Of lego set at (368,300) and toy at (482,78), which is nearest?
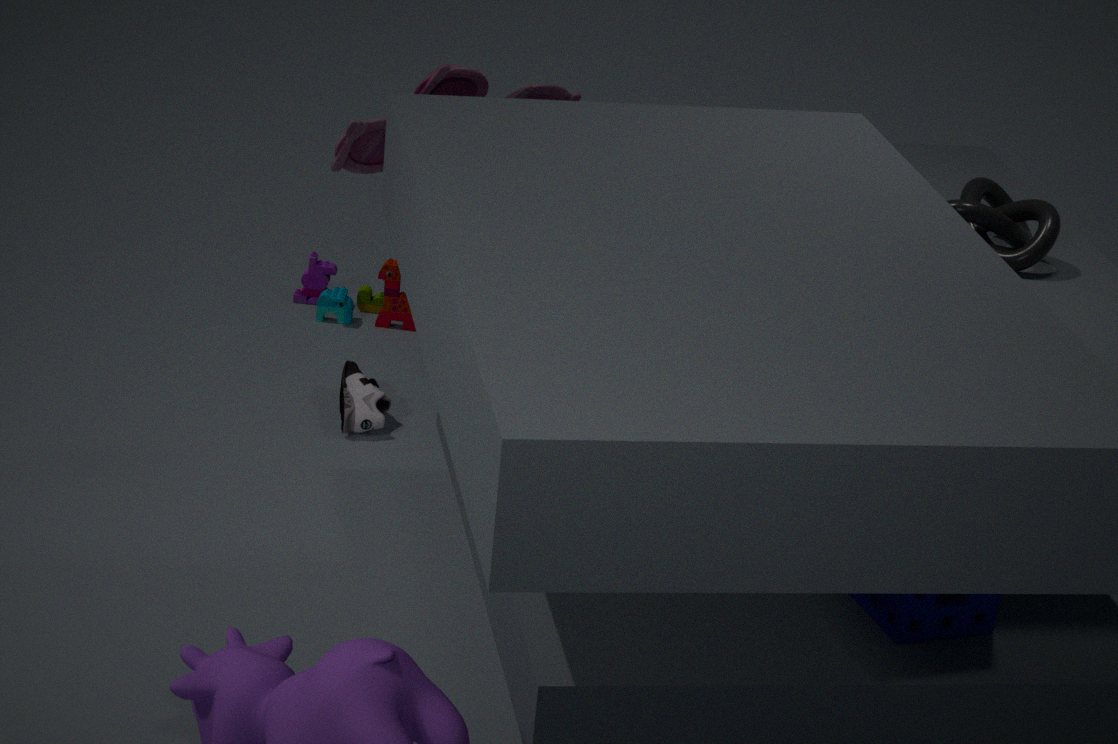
toy at (482,78)
